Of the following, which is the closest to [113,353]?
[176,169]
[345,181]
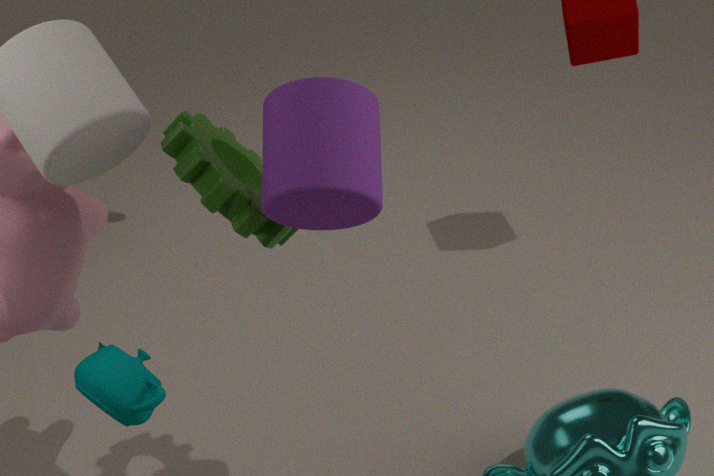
[176,169]
